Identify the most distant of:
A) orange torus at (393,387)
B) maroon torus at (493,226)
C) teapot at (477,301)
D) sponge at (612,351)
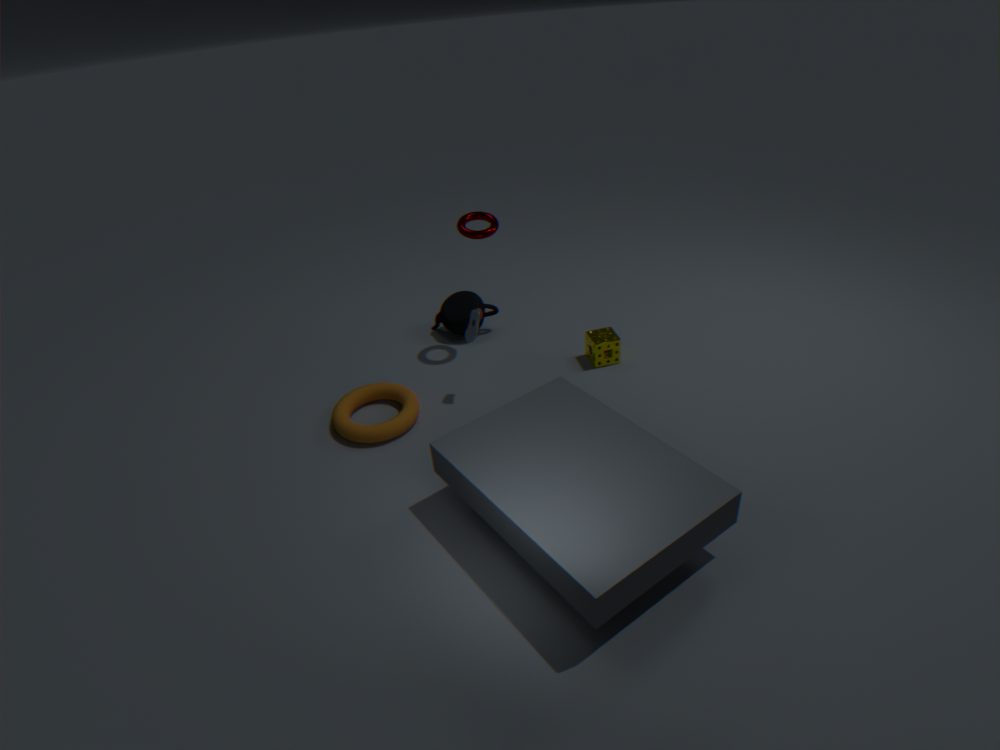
C. teapot at (477,301)
